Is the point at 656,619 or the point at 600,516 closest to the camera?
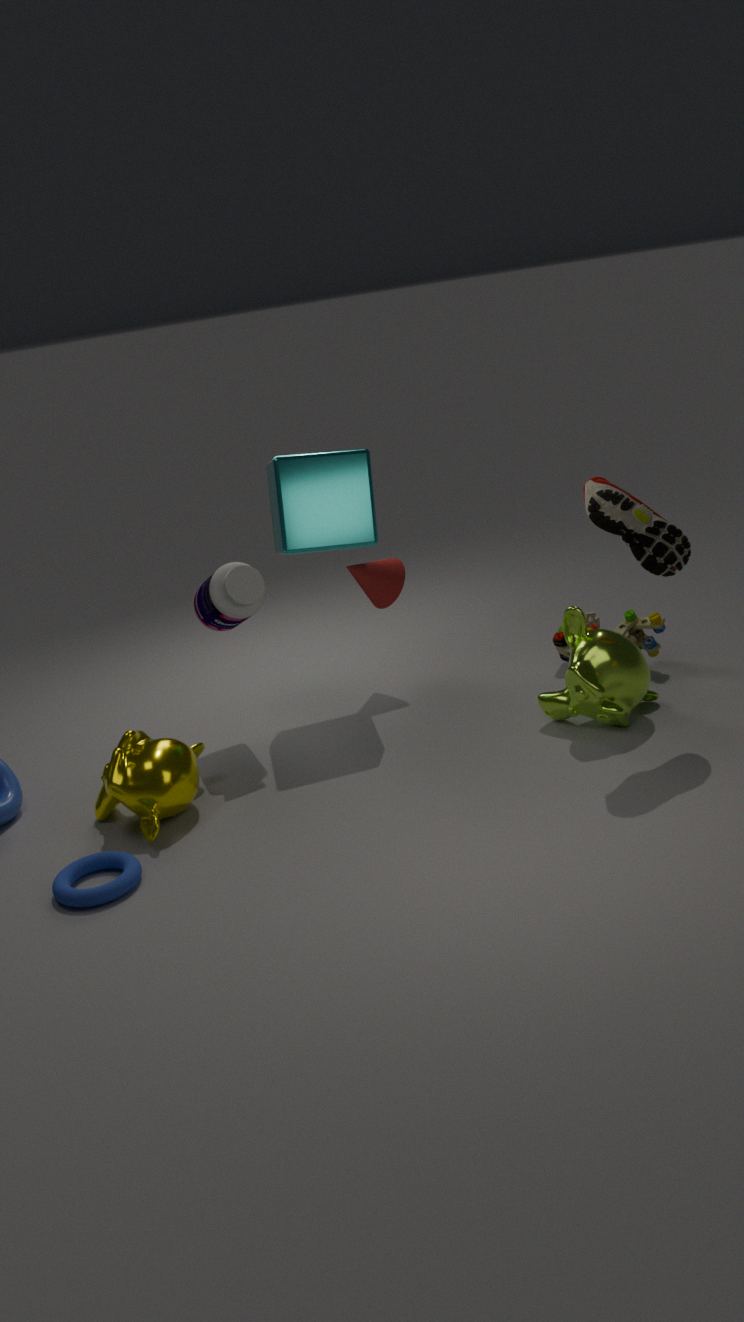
the point at 600,516
